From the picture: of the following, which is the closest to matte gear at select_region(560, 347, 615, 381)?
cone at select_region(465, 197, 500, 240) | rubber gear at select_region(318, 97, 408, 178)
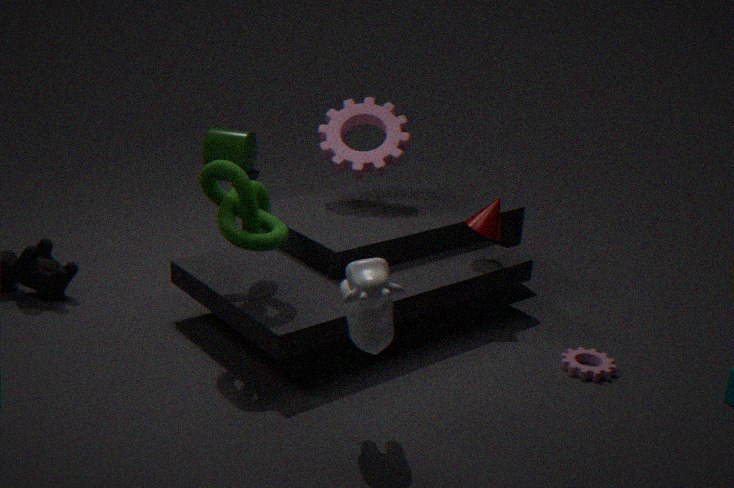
cone at select_region(465, 197, 500, 240)
